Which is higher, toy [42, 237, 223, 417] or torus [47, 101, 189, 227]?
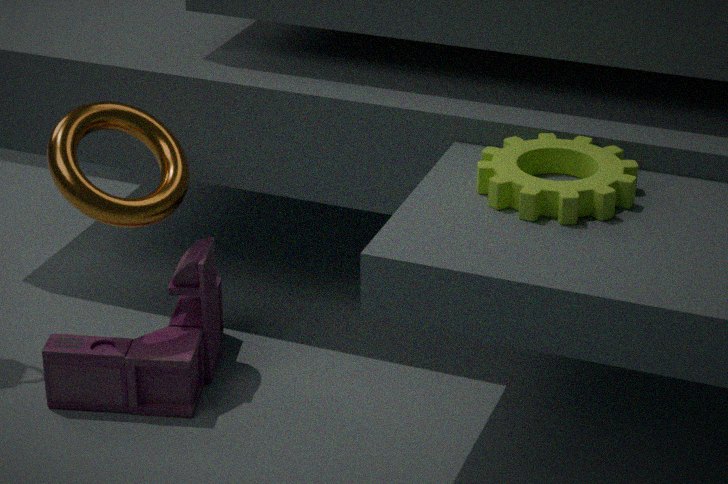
torus [47, 101, 189, 227]
